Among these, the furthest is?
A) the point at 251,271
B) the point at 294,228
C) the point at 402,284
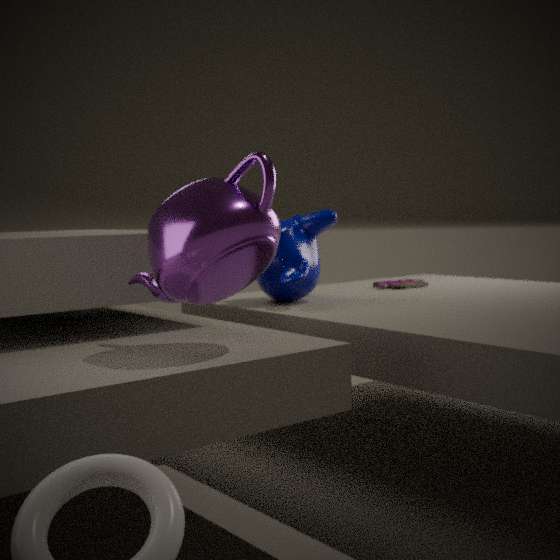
the point at 402,284
